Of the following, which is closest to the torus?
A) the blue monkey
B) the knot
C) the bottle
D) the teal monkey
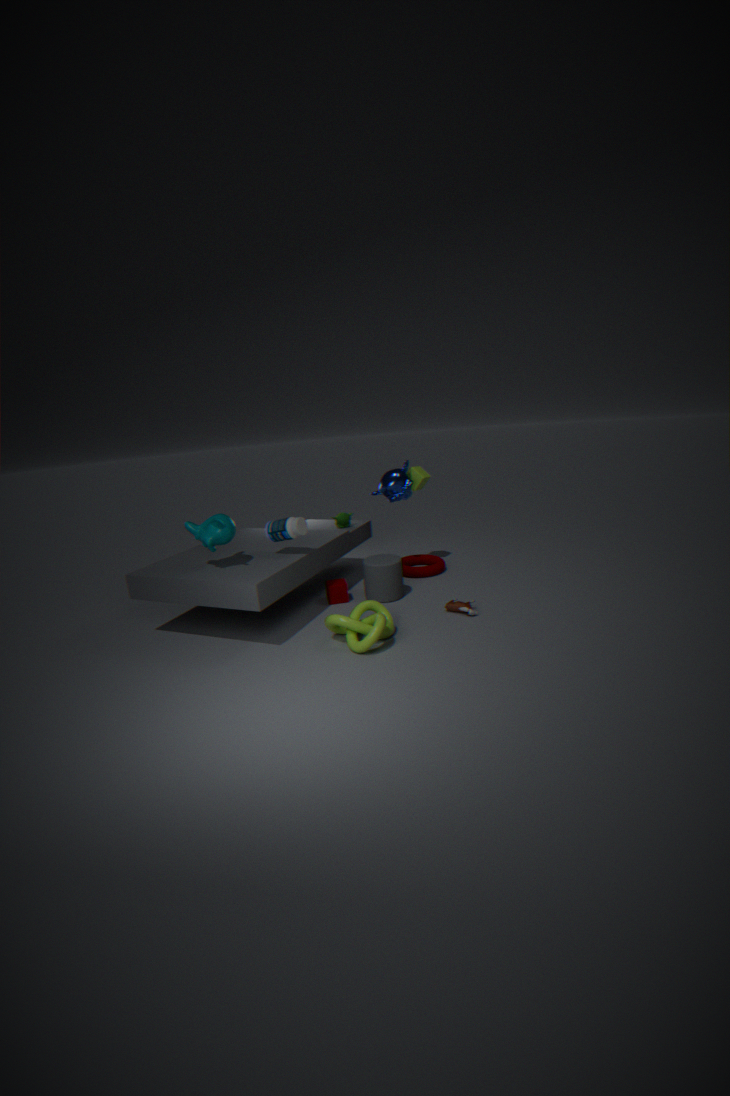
the blue monkey
